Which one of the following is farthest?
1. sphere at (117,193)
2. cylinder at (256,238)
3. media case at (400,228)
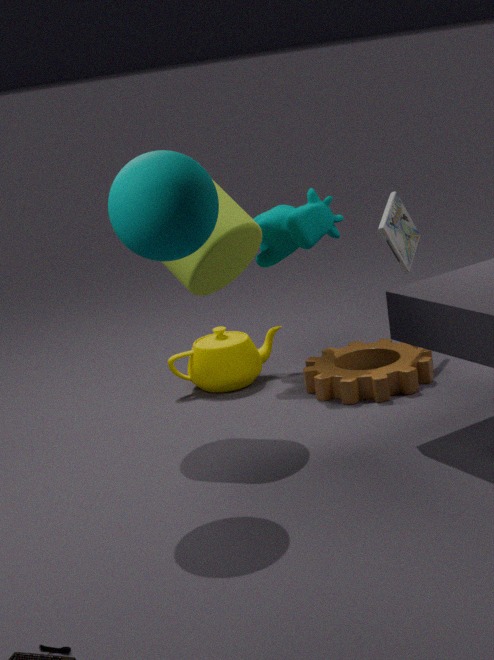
media case at (400,228)
